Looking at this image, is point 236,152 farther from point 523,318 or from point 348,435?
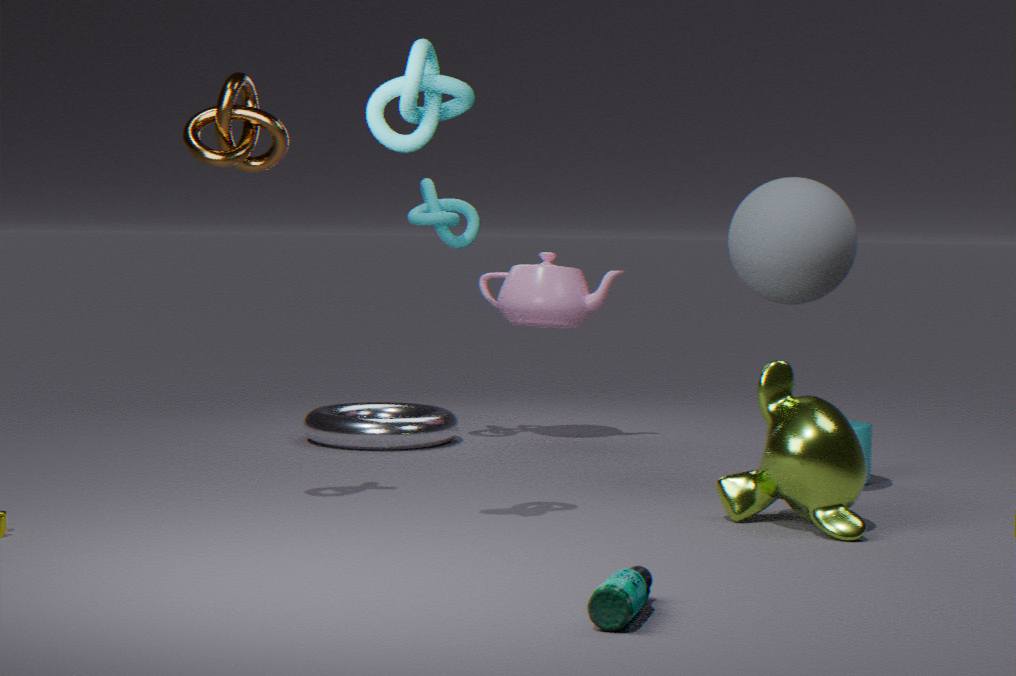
point 523,318
